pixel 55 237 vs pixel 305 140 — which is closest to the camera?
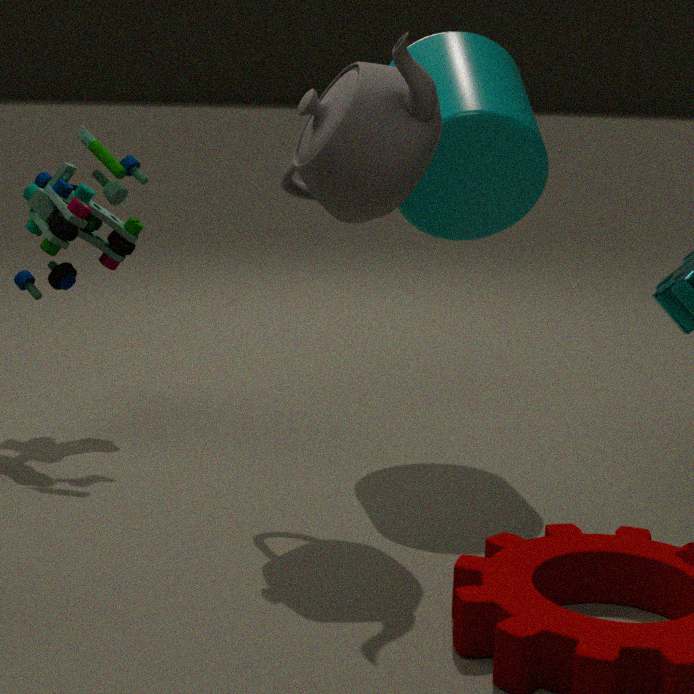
pixel 305 140
